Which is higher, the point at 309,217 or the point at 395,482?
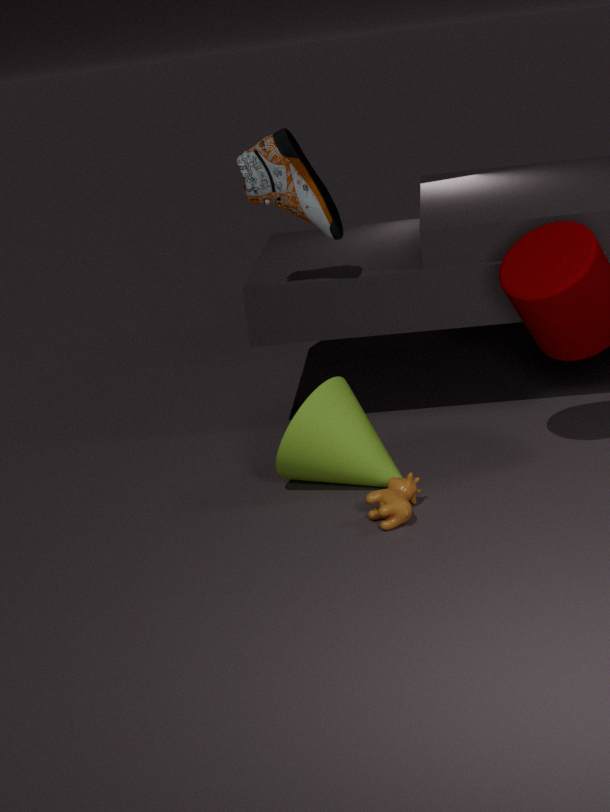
the point at 309,217
